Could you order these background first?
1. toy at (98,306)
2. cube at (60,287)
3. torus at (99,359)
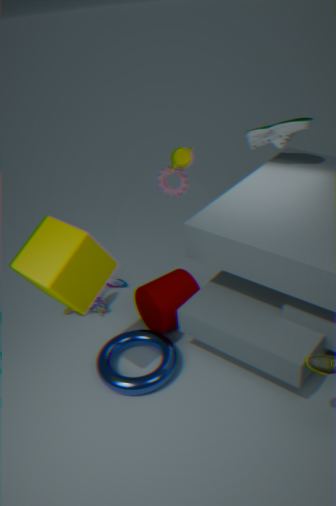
toy at (98,306), torus at (99,359), cube at (60,287)
